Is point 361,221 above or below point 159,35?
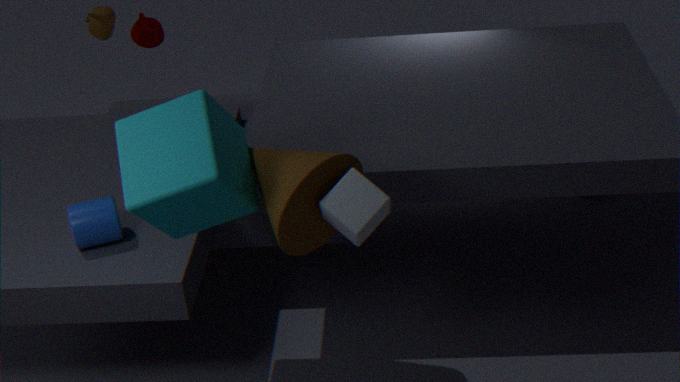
below
